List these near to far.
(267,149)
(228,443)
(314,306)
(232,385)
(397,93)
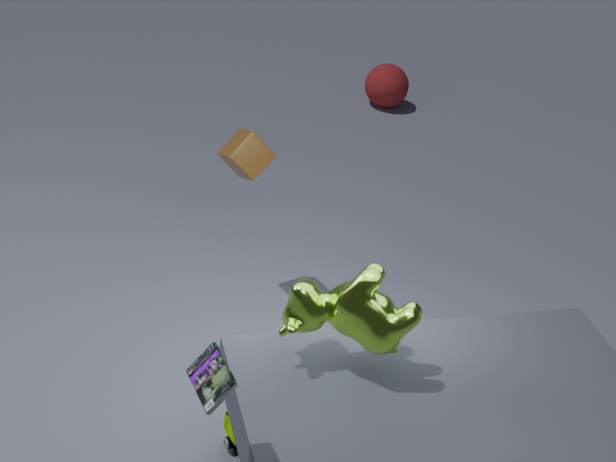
(232,385) → (314,306) → (228,443) → (267,149) → (397,93)
